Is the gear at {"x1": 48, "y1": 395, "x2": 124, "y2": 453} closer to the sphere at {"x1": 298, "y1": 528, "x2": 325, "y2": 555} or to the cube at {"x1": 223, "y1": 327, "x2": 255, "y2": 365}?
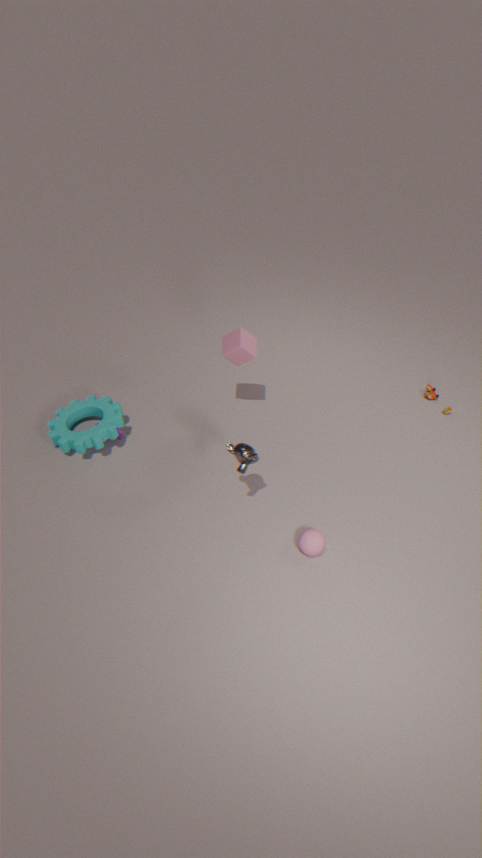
the cube at {"x1": 223, "y1": 327, "x2": 255, "y2": 365}
